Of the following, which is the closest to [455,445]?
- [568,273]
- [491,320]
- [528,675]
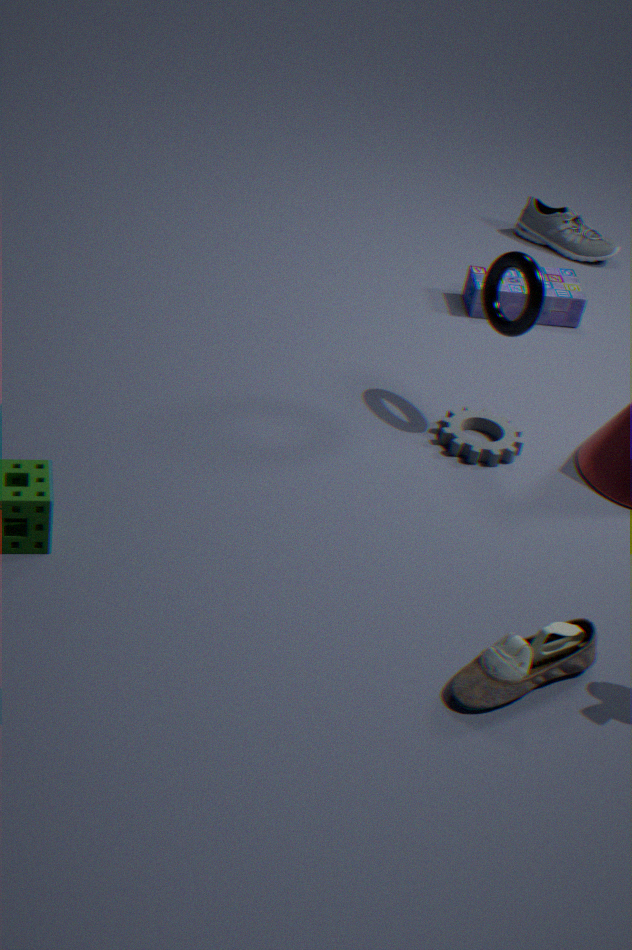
[491,320]
